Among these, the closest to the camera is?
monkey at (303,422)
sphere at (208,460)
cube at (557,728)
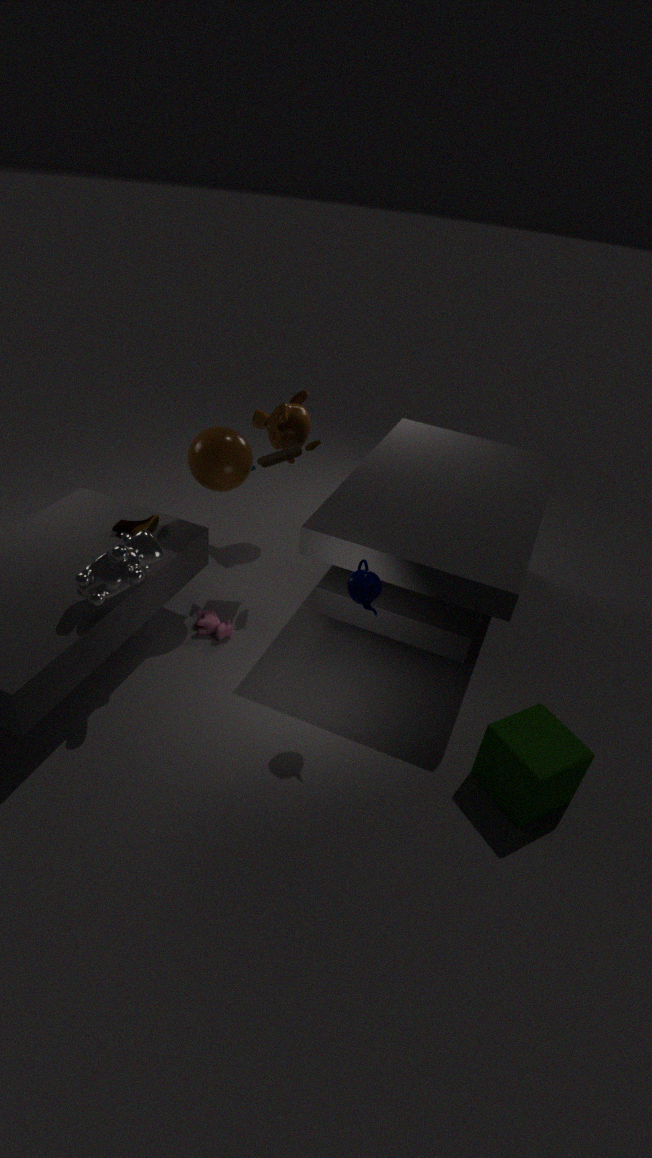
cube at (557,728)
